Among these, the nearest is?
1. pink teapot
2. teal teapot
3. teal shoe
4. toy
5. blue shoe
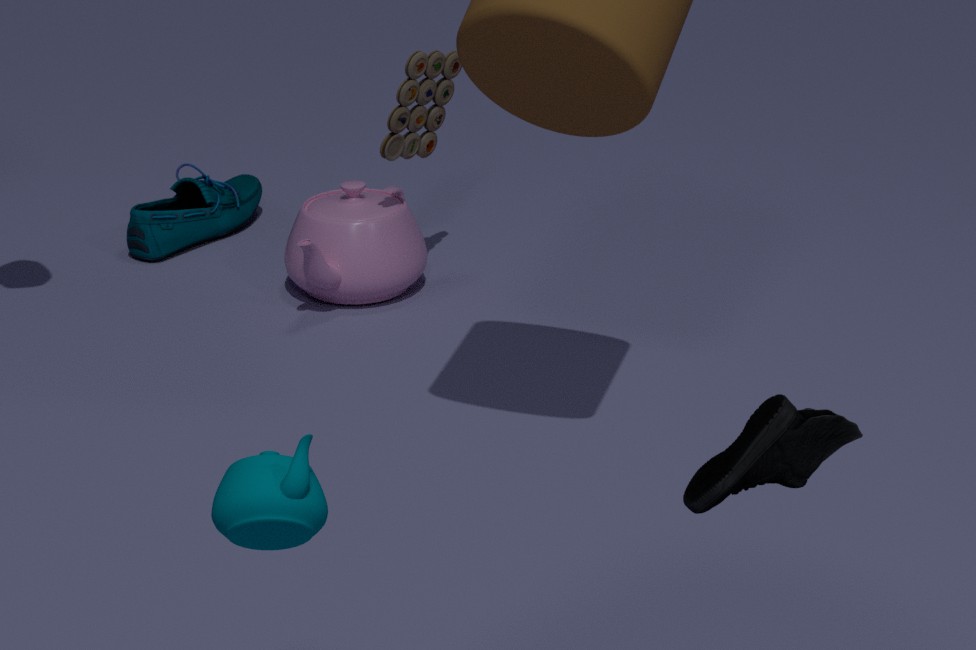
blue shoe
